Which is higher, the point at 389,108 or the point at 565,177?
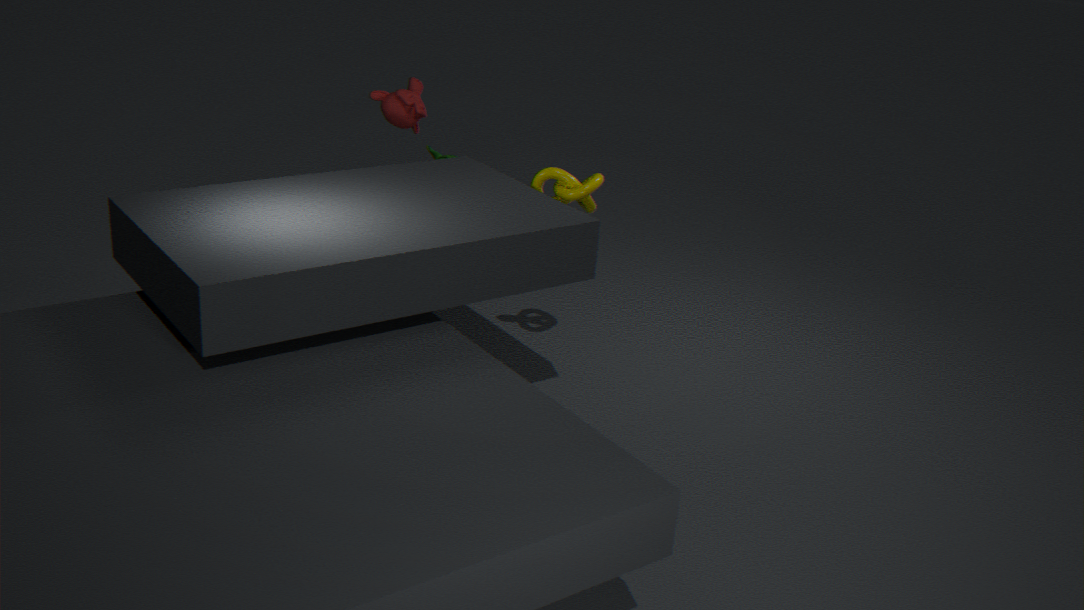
the point at 389,108
